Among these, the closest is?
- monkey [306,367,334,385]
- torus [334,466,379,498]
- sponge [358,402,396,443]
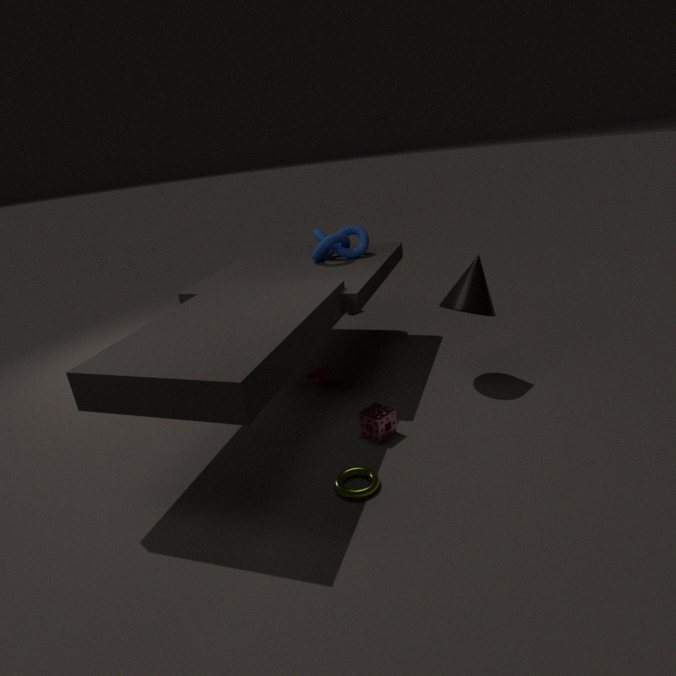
torus [334,466,379,498]
